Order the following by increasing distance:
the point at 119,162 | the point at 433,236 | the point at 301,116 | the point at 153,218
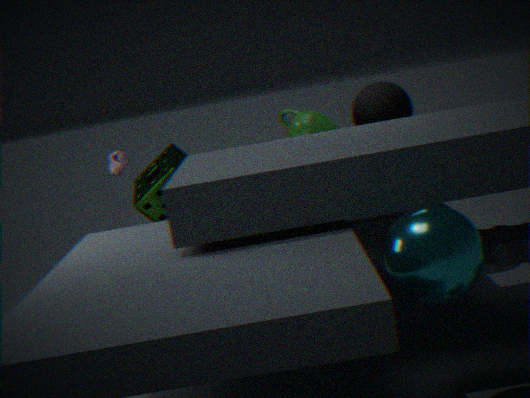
the point at 433,236 → the point at 301,116 → the point at 119,162 → the point at 153,218
